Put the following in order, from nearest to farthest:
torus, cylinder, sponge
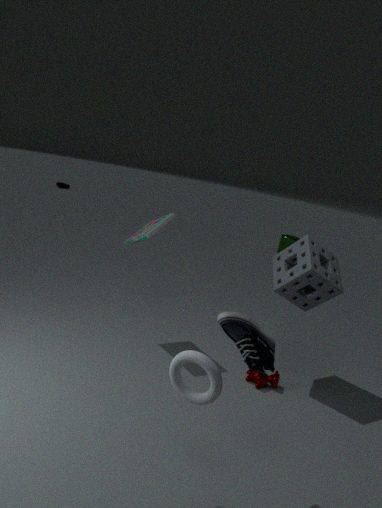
1. torus
2. sponge
3. cylinder
